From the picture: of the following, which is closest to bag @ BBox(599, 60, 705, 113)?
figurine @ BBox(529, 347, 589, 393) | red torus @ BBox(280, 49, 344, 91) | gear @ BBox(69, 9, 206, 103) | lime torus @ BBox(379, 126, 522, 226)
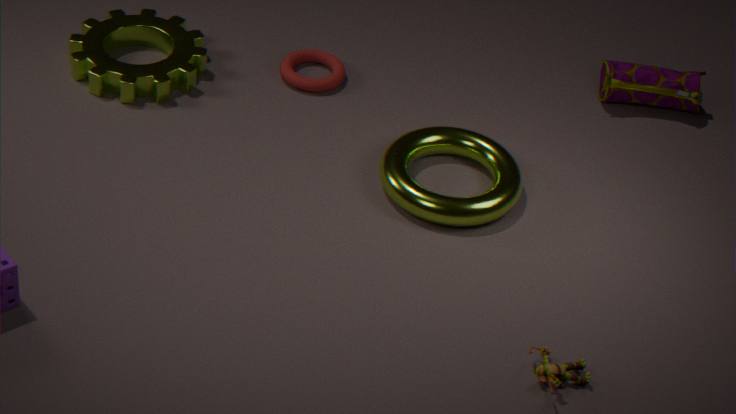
lime torus @ BBox(379, 126, 522, 226)
